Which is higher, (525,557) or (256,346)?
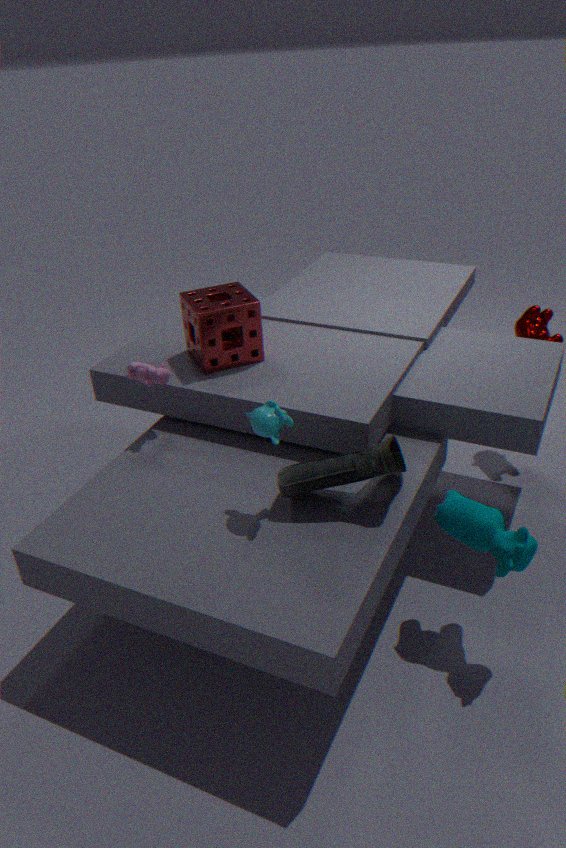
(256,346)
